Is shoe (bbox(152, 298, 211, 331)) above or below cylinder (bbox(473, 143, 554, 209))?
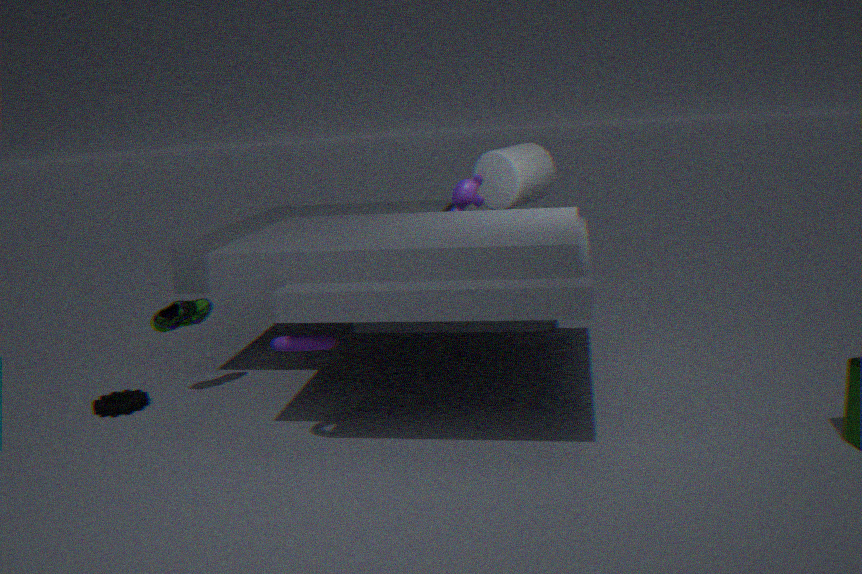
below
